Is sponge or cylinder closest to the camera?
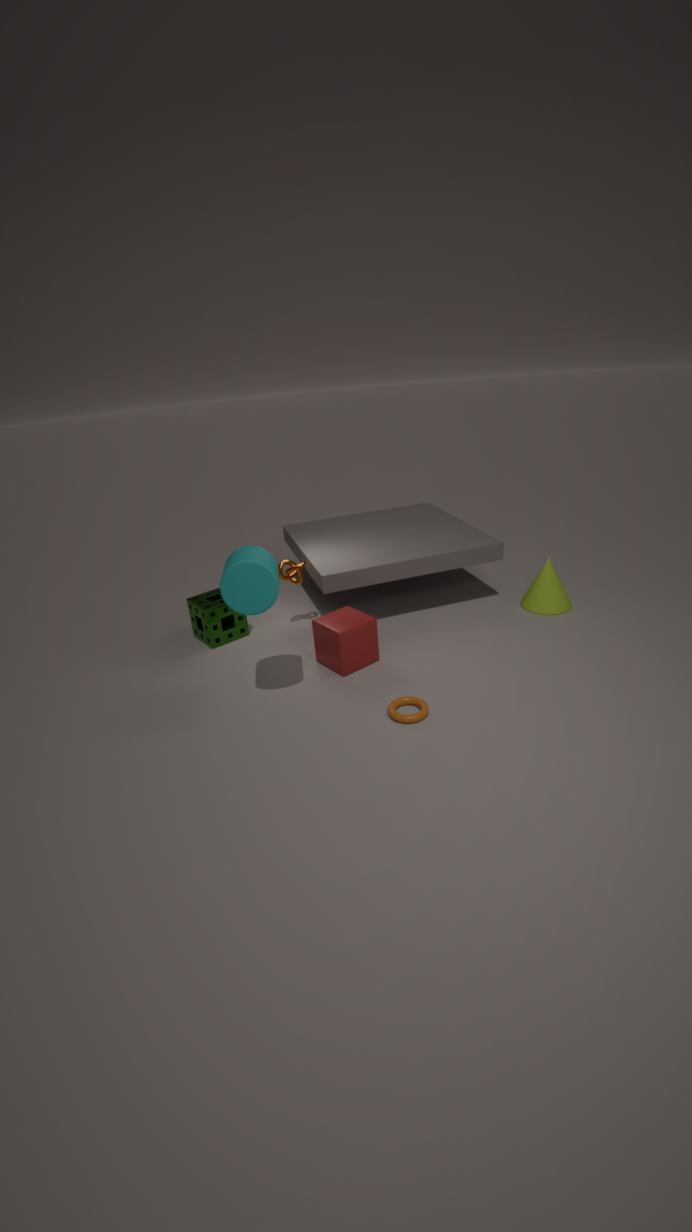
cylinder
